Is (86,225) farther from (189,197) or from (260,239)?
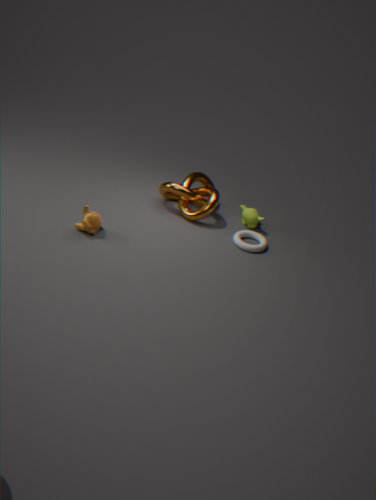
(260,239)
